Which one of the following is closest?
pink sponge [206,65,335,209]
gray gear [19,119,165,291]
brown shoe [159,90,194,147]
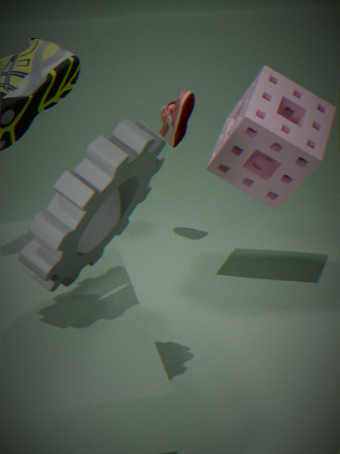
gray gear [19,119,165,291]
